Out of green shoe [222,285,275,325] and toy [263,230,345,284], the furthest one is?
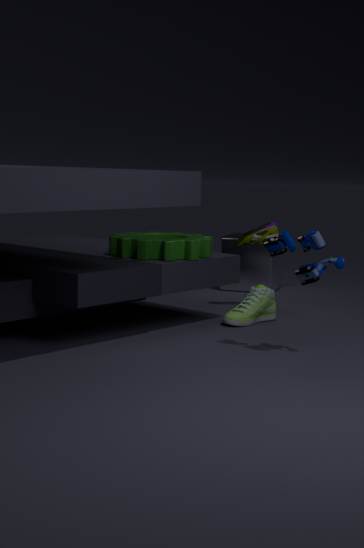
green shoe [222,285,275,325]
